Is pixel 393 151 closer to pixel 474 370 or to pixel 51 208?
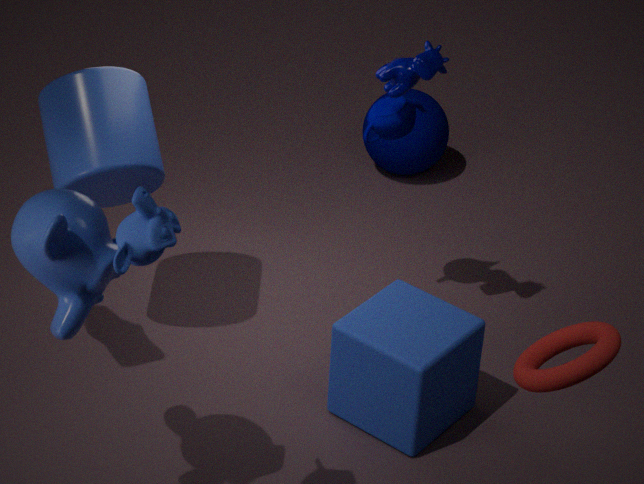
pixel 474 370
